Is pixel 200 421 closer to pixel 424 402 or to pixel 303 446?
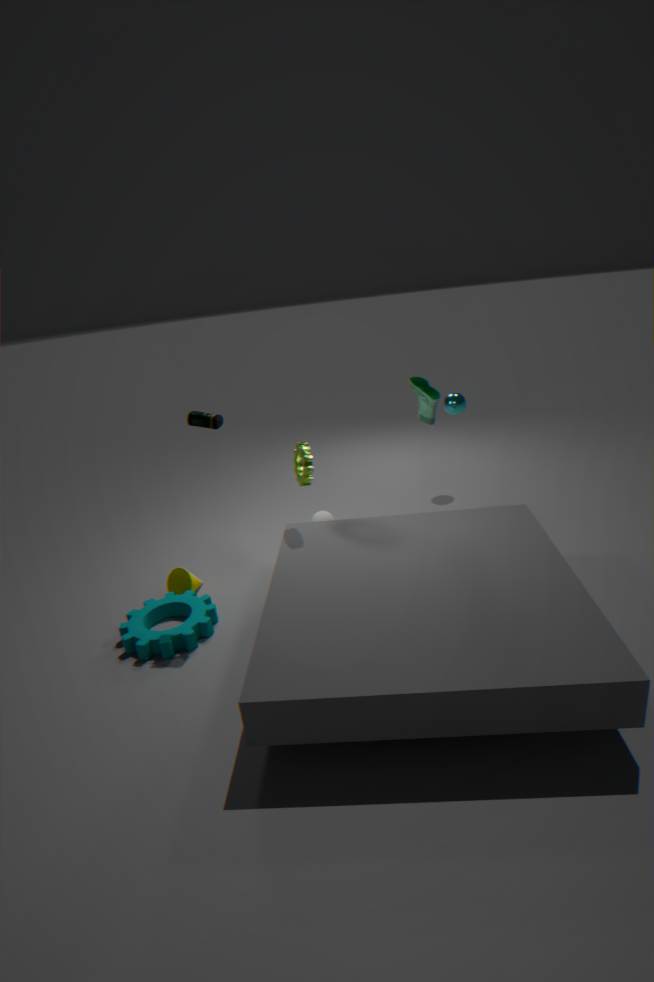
pixel 303 446
